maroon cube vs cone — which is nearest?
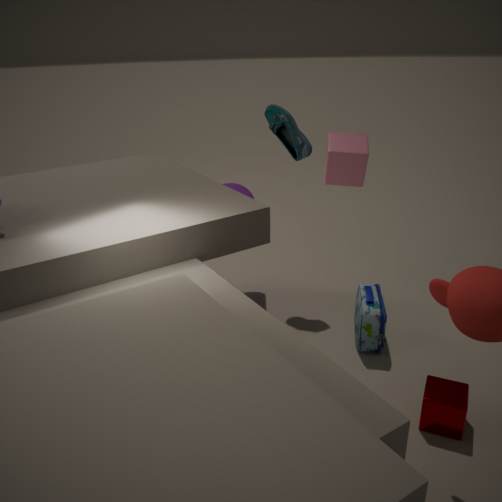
maroon cube
